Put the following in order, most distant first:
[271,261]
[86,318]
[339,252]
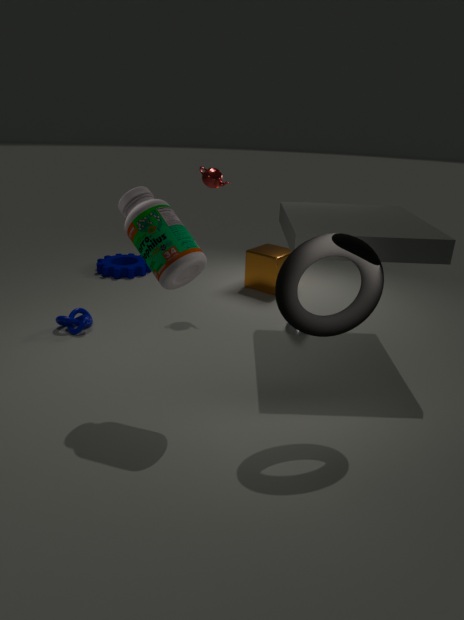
[271,261], [86,318], [339,252]
